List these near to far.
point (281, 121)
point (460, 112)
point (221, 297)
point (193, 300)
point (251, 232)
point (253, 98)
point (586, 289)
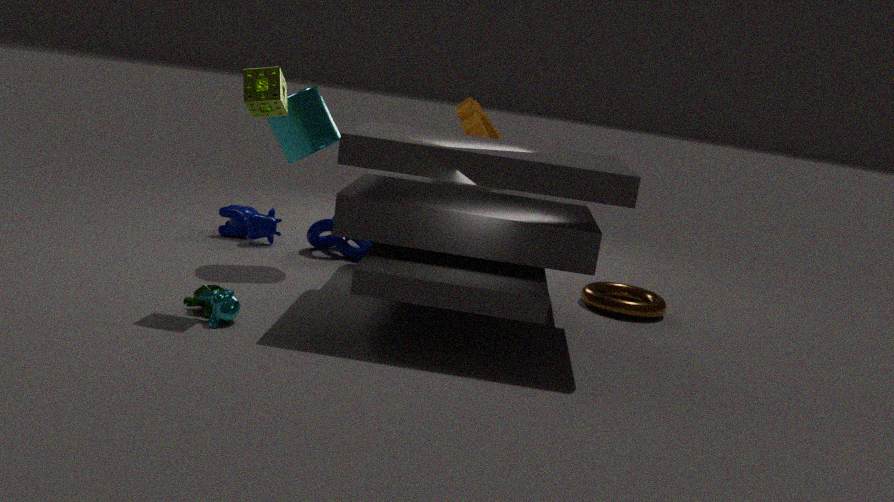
point (221, 297) → point (253, 98) → point (193, 300) → point (281, 121) → point (460, 112) → point (586, 289) → point (251, 232)
